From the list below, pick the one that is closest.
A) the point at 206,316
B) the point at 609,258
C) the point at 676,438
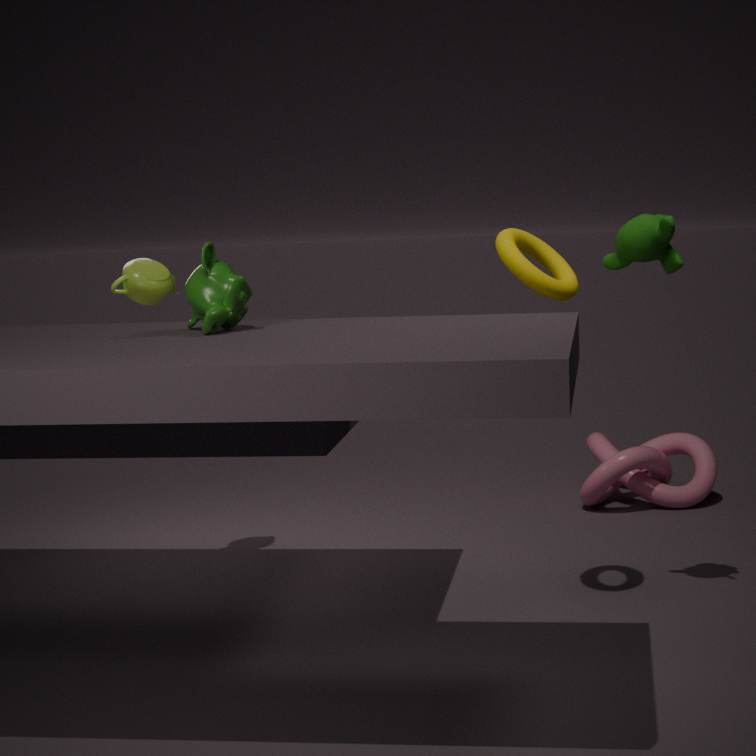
the point at 206,316
